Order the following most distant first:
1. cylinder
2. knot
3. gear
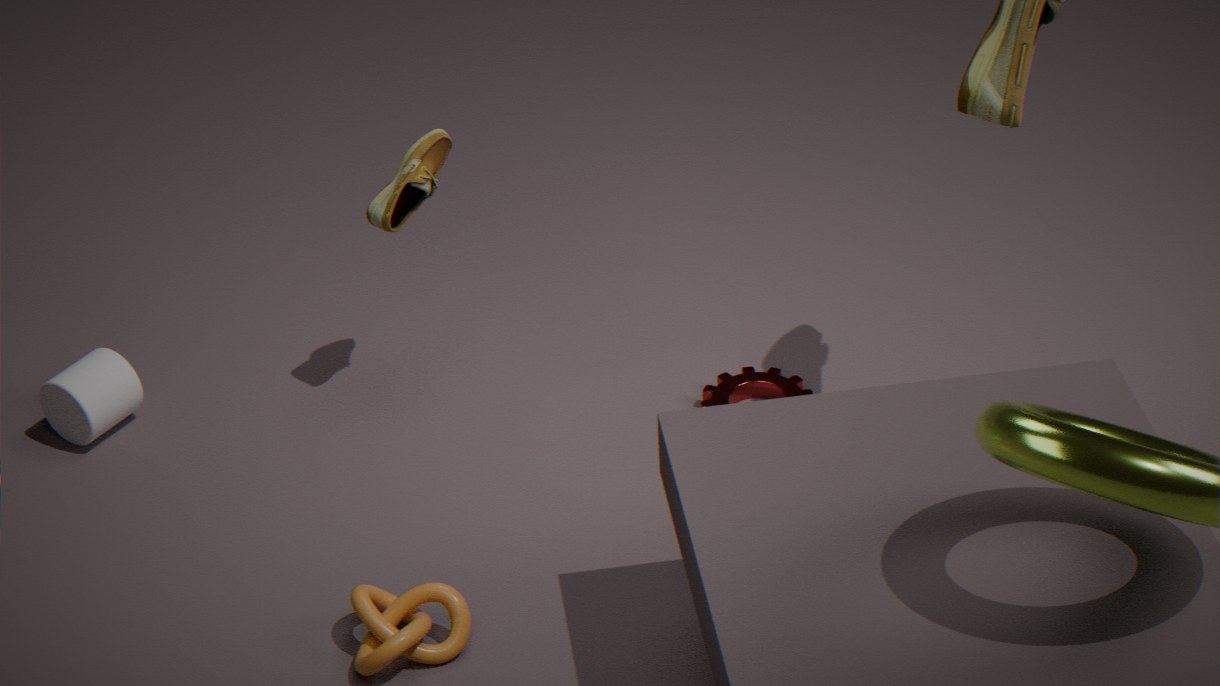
gear
cylinder
knot
